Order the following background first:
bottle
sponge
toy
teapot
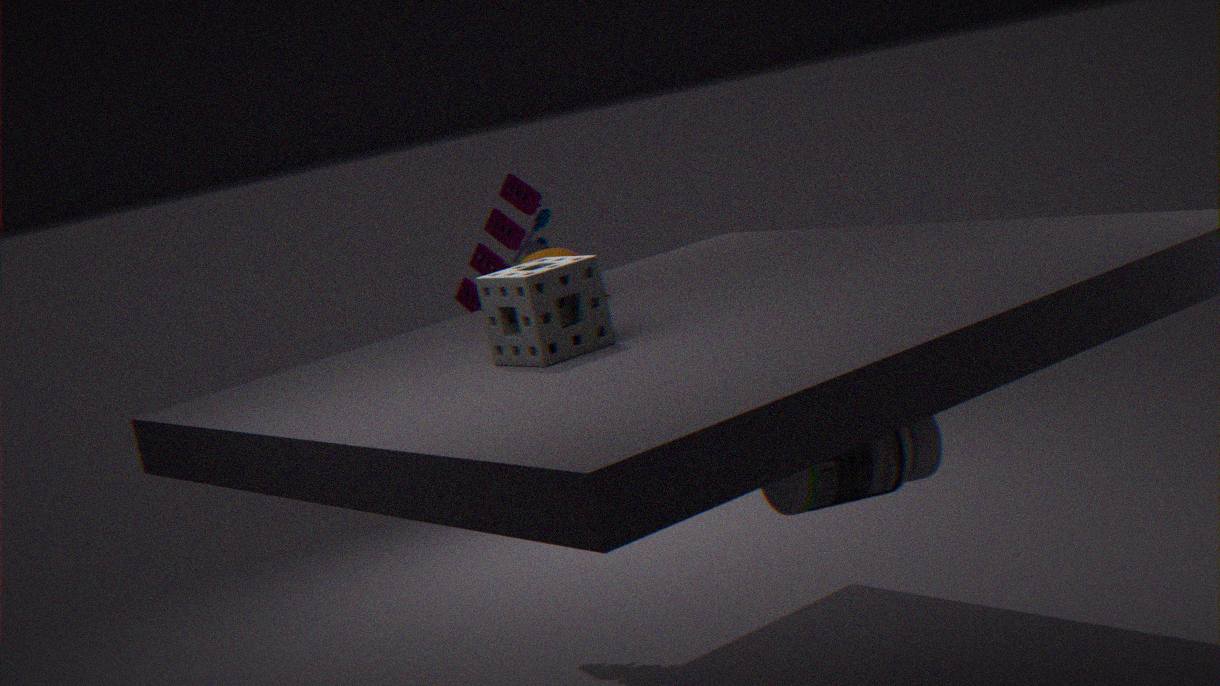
toy < teapot < sponge < bottle
